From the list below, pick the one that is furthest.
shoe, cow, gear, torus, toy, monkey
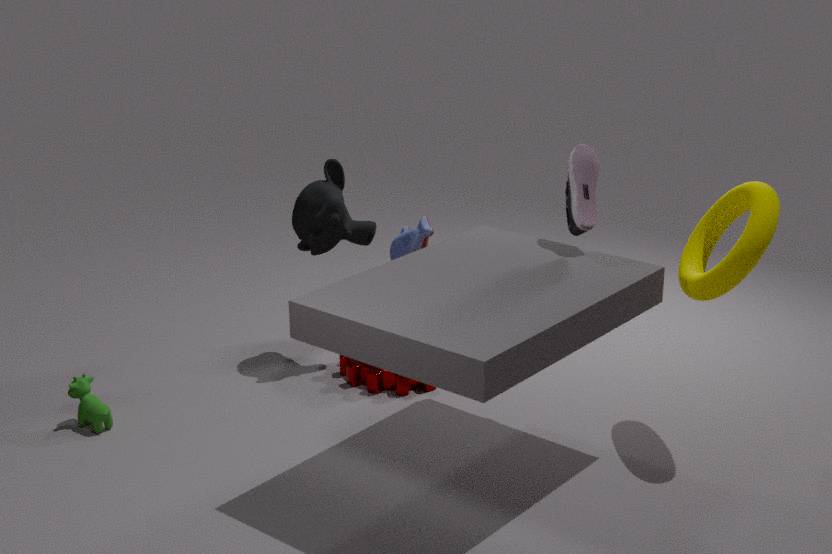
toy
